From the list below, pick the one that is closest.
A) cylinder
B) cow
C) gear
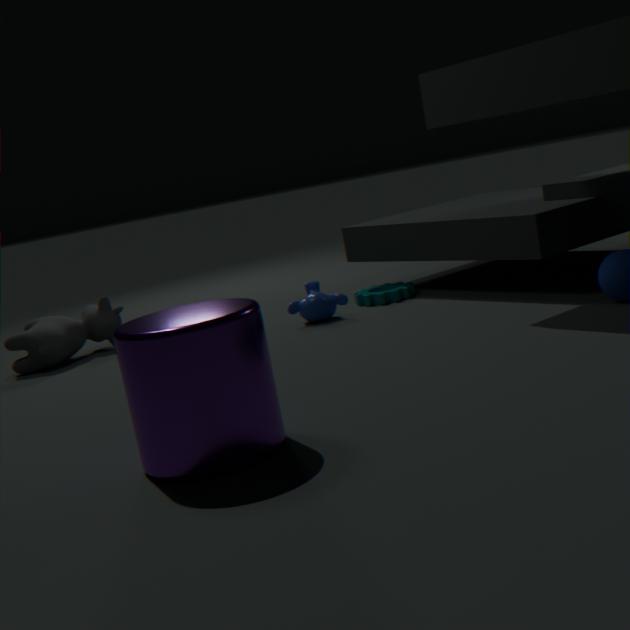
cylinder
